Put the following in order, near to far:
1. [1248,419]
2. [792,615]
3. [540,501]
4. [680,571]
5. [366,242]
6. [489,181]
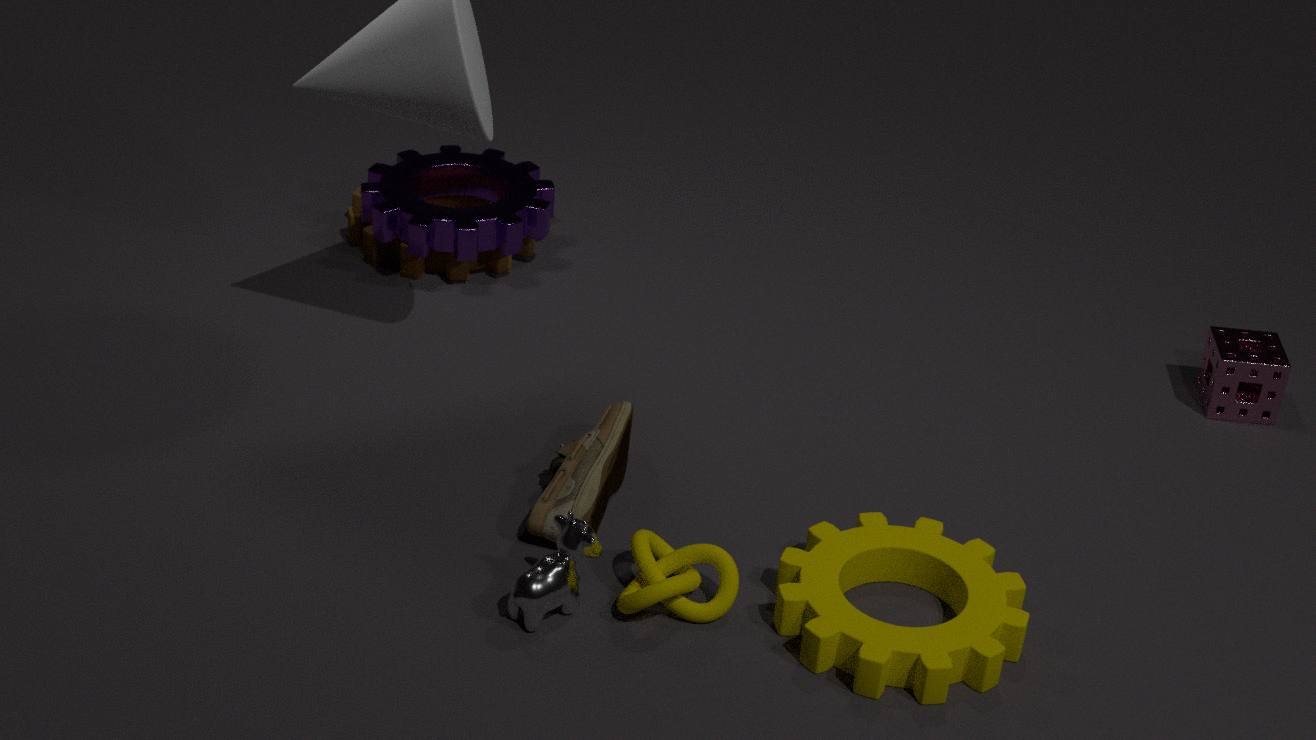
[792,615] < [680,571] < [540,501] < [1248,419] < [366,242] < [489,181]
